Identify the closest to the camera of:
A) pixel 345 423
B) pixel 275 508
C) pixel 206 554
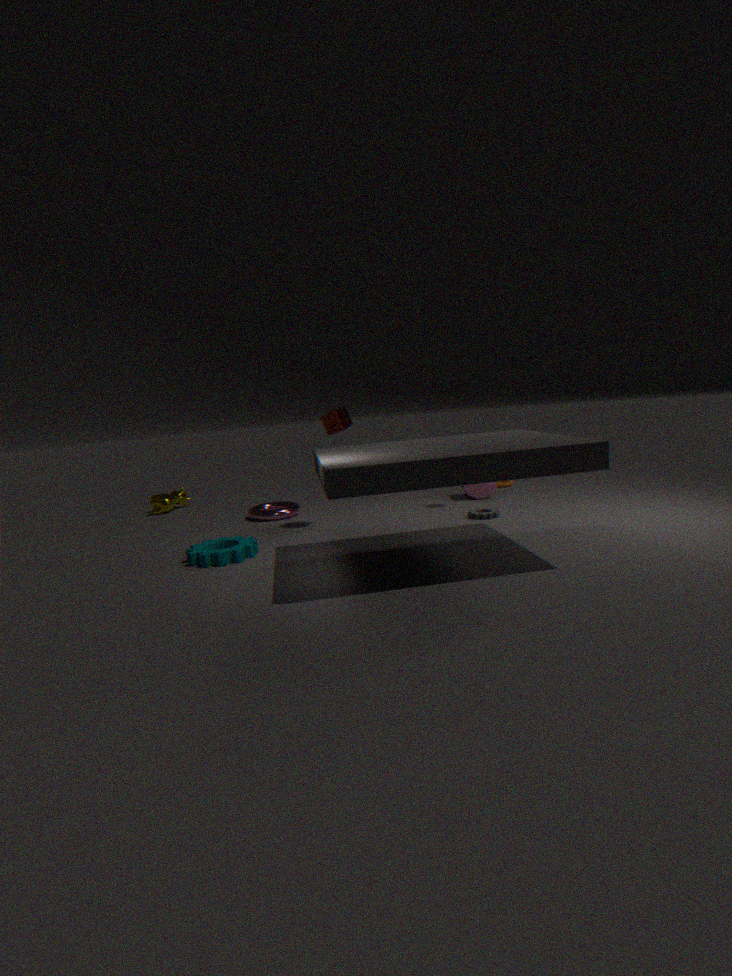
pixel 206 554
